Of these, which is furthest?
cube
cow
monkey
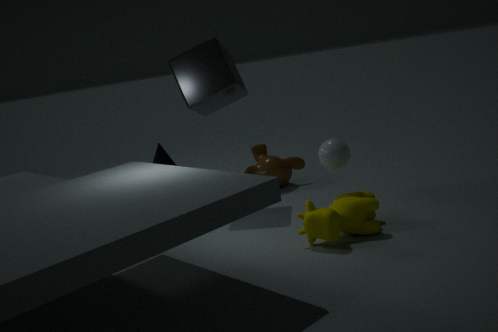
monkey
